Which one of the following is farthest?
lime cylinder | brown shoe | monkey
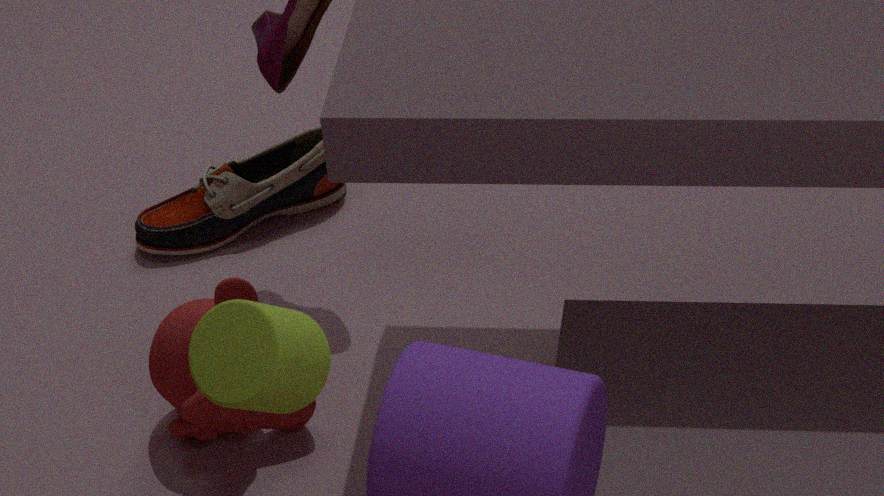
brown shoe
